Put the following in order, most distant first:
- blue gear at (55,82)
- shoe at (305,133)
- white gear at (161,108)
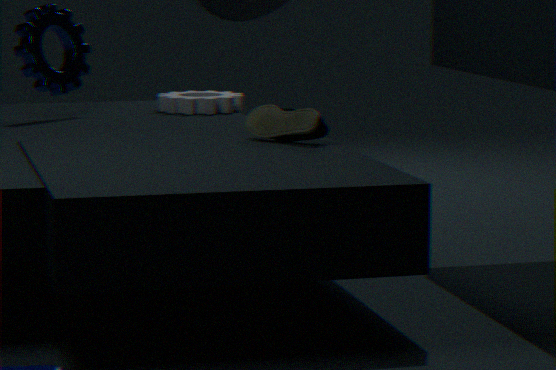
white gear at (161,108), blue gear at (55,82), shoe at (305,133)
